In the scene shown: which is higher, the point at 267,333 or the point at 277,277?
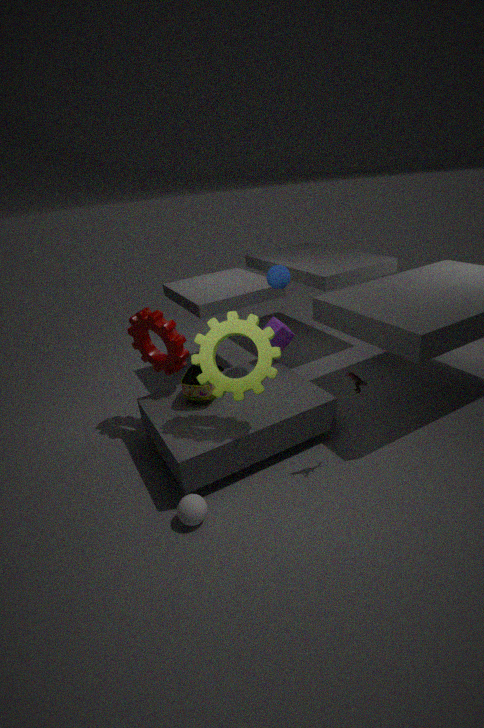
the point at 277,277
